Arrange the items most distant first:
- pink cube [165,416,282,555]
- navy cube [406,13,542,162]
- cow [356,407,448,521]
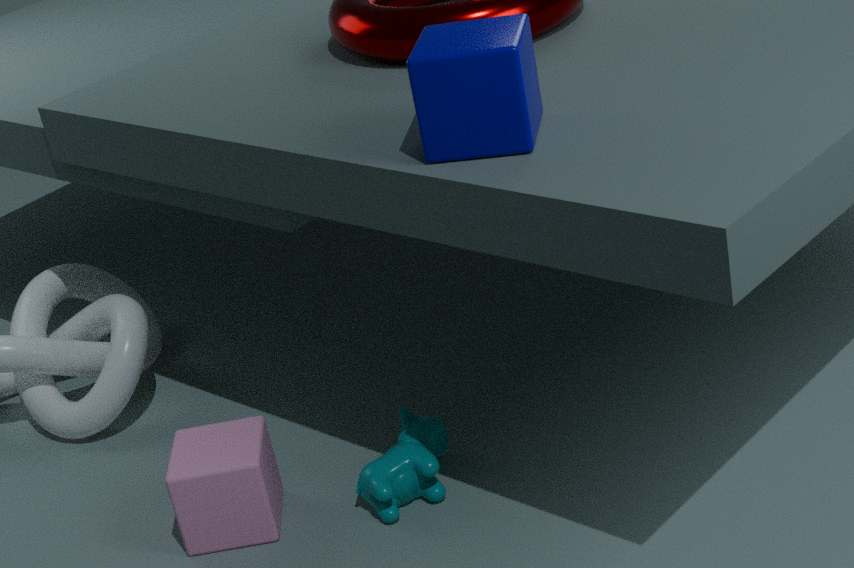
cow [356,407,448,521] < pink cube [165,416,282,555] < navy cube [406,13,542,162]
